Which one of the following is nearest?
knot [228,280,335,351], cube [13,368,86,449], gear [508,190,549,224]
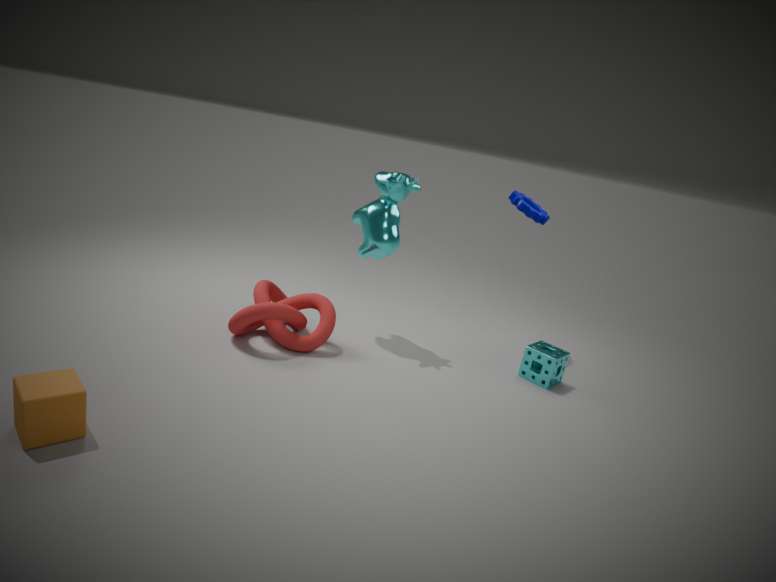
cube [13,368,86,449]
